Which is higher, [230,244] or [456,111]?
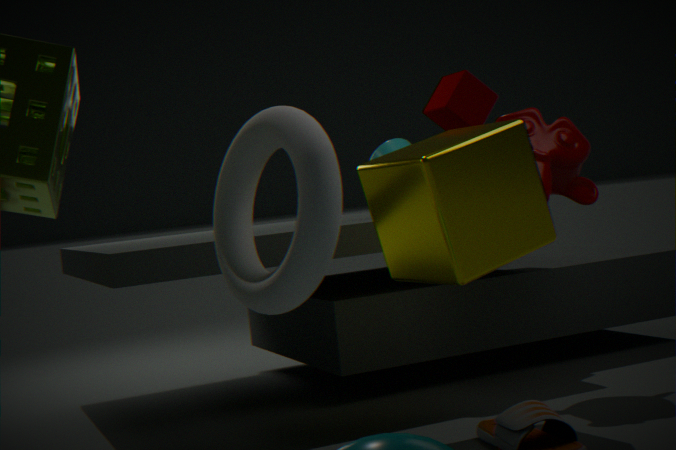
[456,111]
